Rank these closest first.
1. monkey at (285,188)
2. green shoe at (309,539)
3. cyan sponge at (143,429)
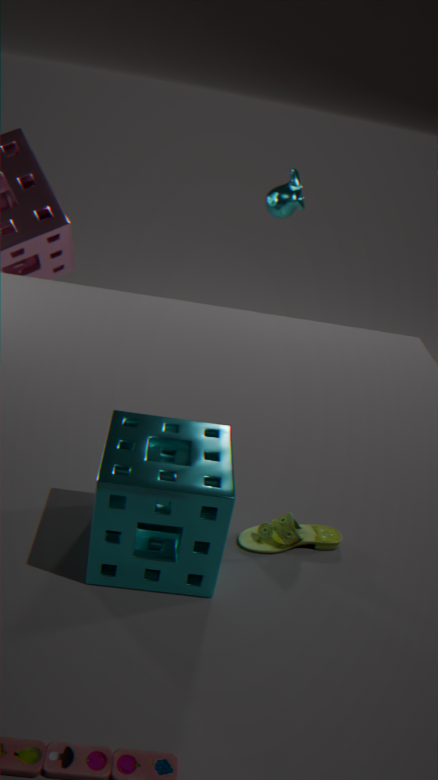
cyan sponge at (143,429) < green shoe at (309,539) < monkey at (285,188)
